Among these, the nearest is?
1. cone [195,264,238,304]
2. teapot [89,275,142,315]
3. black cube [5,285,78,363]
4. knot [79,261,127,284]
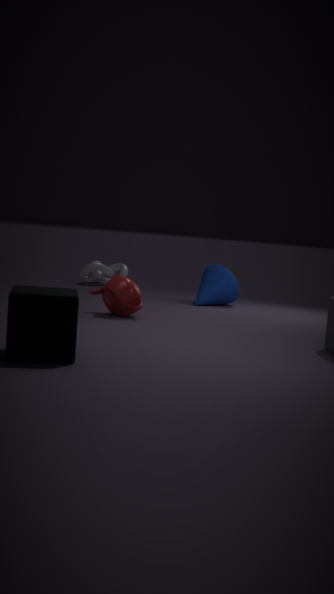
black cube [5,285,78,363]
